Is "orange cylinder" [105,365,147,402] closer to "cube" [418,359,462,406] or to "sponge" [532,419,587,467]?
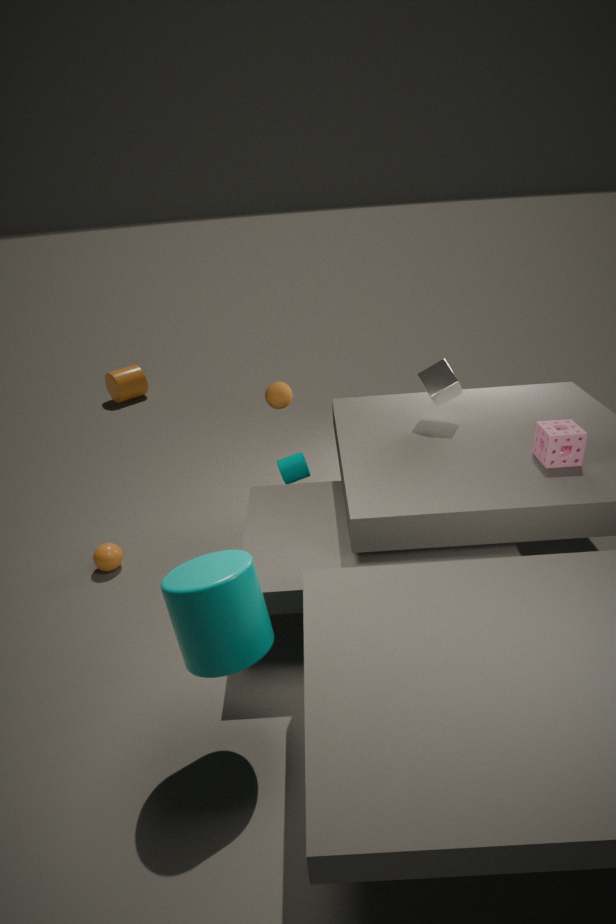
"cube" [418,359,462,406]
